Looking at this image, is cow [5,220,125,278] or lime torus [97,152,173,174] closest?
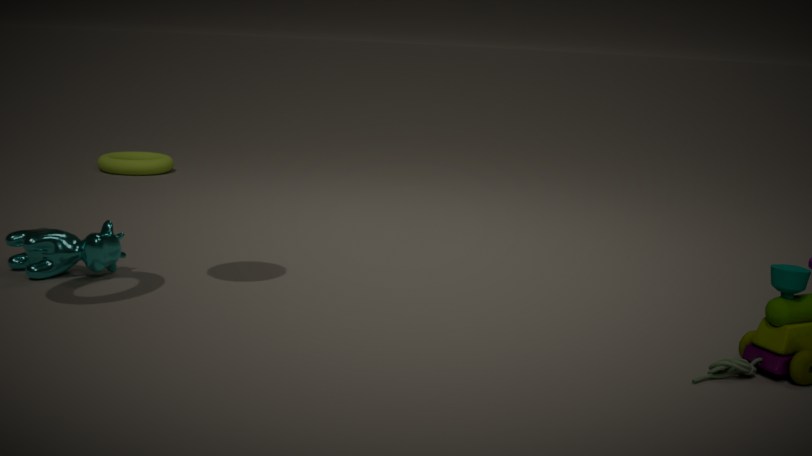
cow [5,220,125,278]
